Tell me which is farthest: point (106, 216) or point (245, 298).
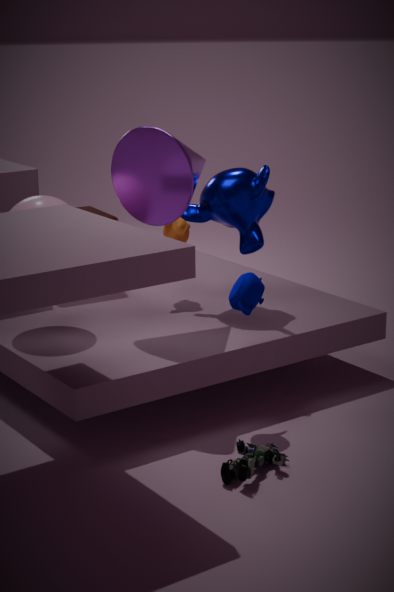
point (106, 216)
